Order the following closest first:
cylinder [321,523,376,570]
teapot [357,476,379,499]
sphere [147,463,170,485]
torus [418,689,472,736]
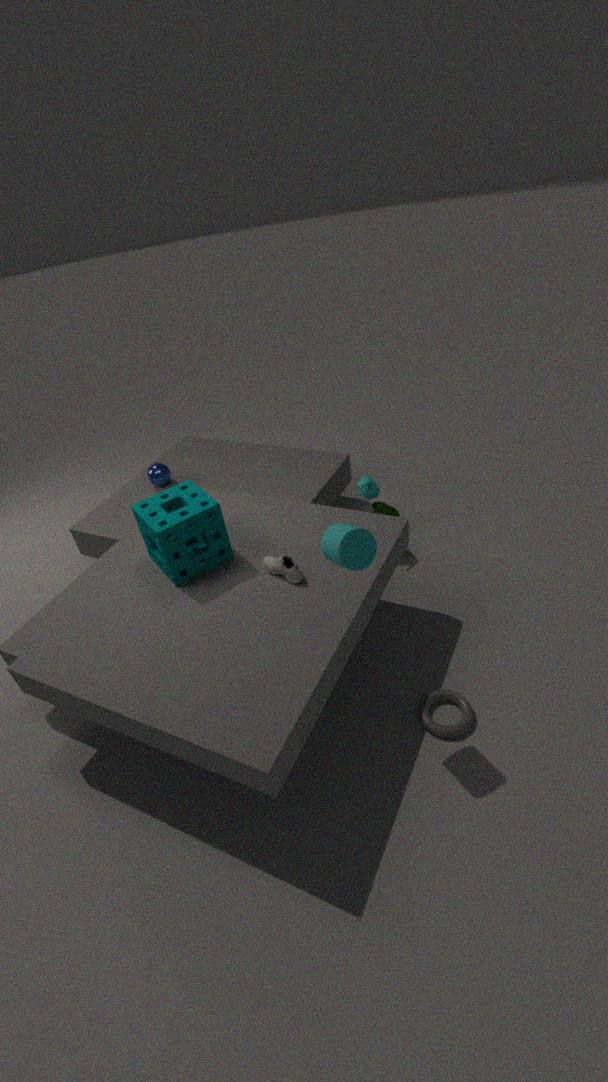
cylinder [321,523,376,570]
torus [418,689,472,736]
teapot [357,476,379,499]
sphere [147,463,170,485]
